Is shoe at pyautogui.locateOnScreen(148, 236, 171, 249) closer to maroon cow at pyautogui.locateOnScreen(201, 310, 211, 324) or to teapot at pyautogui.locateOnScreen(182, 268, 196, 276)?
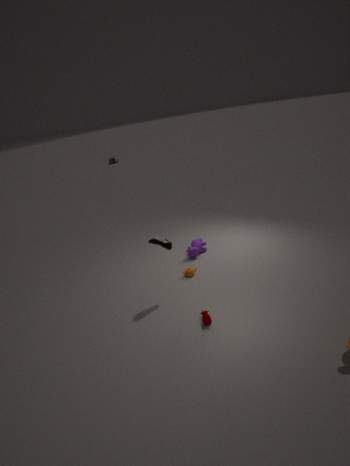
teapot at pyautogui.locateOnScreen(182, 268, 196, 276)
